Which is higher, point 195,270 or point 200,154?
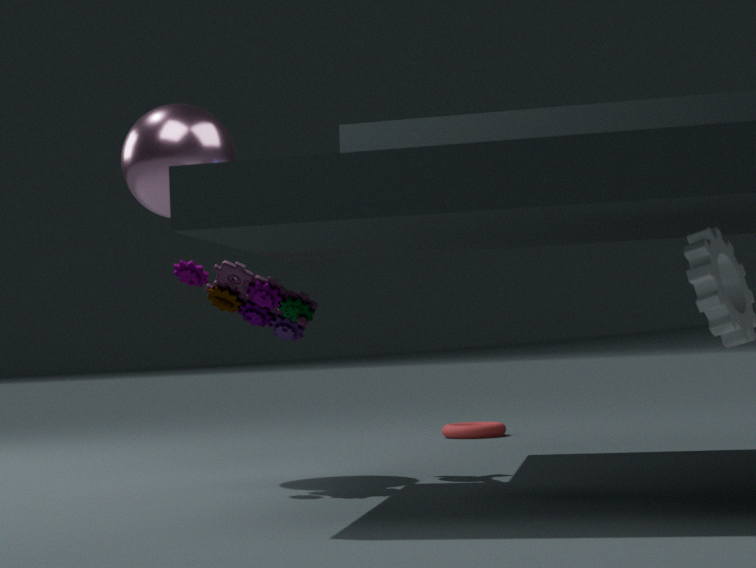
point 200,154
